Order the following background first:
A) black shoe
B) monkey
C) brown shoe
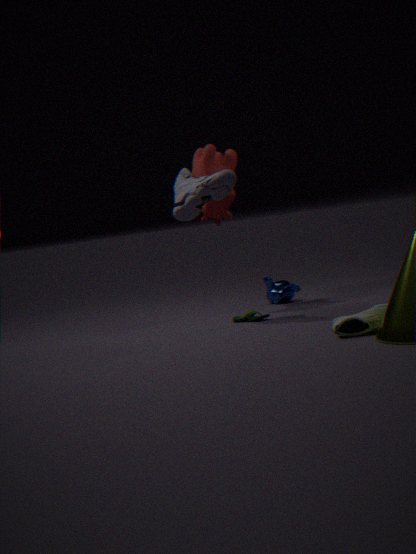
monkey → black shoe → brown shoe
